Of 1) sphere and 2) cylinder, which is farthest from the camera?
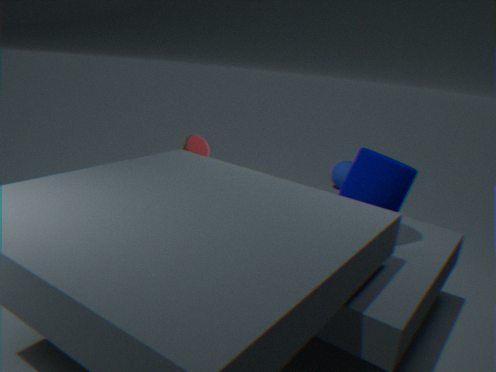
1. sphere
